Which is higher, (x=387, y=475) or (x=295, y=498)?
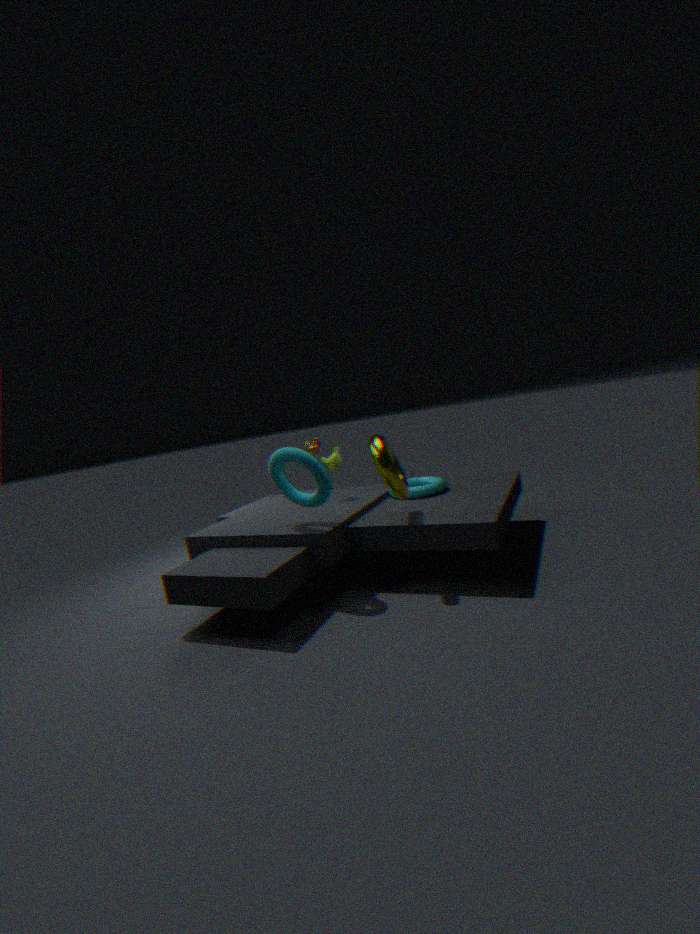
(x=295, y=498)
